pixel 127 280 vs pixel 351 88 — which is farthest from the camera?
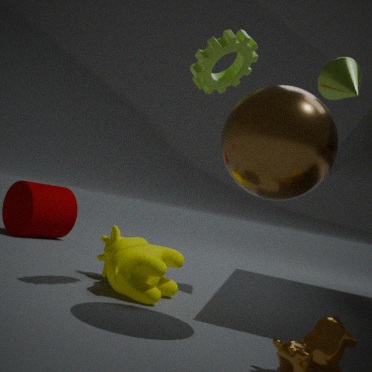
pixel 351 88
